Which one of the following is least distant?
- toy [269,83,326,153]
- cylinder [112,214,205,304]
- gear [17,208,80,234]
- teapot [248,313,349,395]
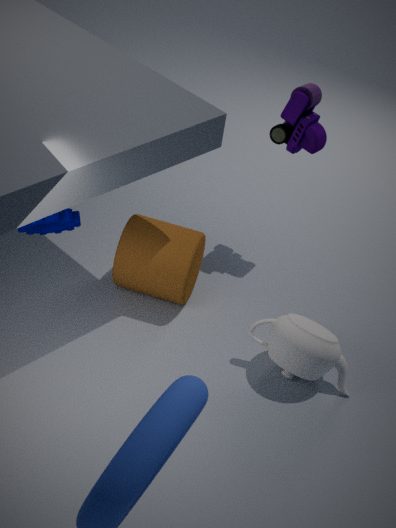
gear [17,208,80,234]
